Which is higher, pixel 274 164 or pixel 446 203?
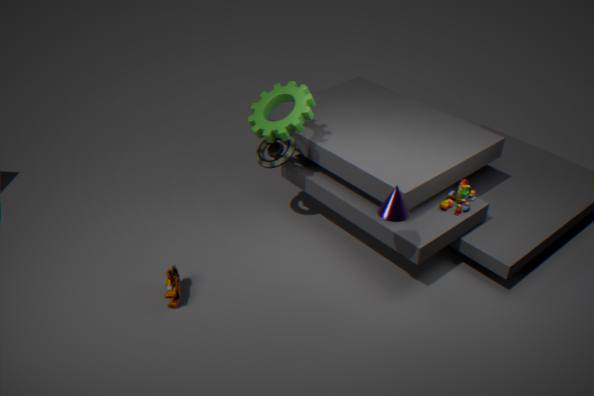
pixel 274 164
